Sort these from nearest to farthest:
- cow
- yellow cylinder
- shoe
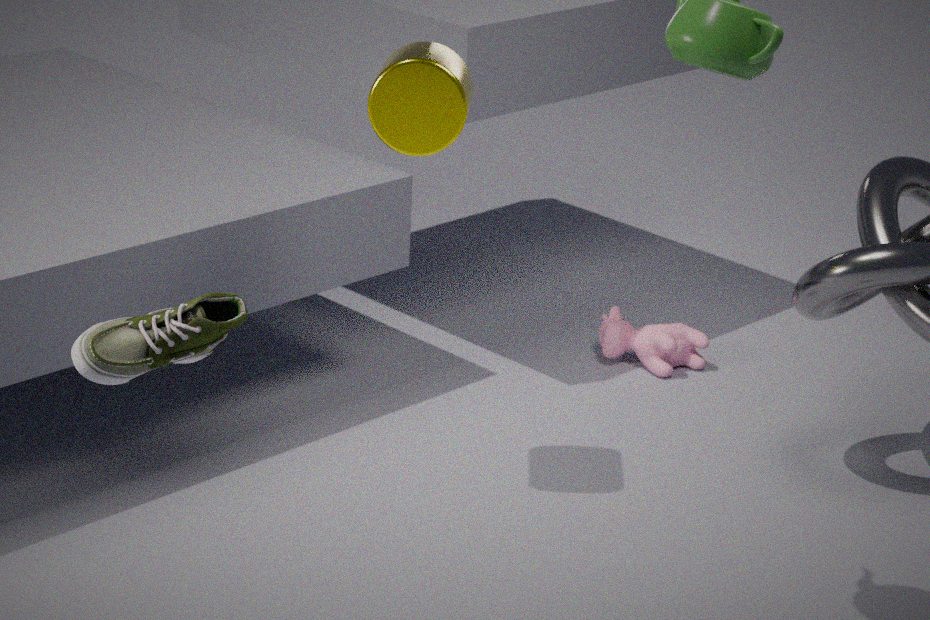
shoe
yellow cylinder
cow
